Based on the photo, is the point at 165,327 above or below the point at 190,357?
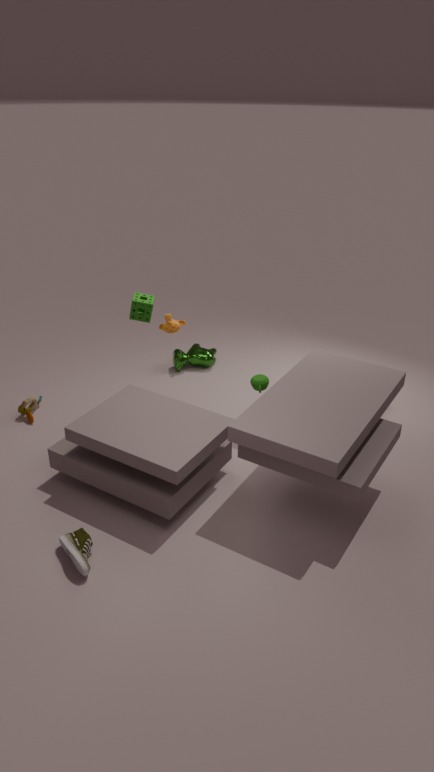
above
